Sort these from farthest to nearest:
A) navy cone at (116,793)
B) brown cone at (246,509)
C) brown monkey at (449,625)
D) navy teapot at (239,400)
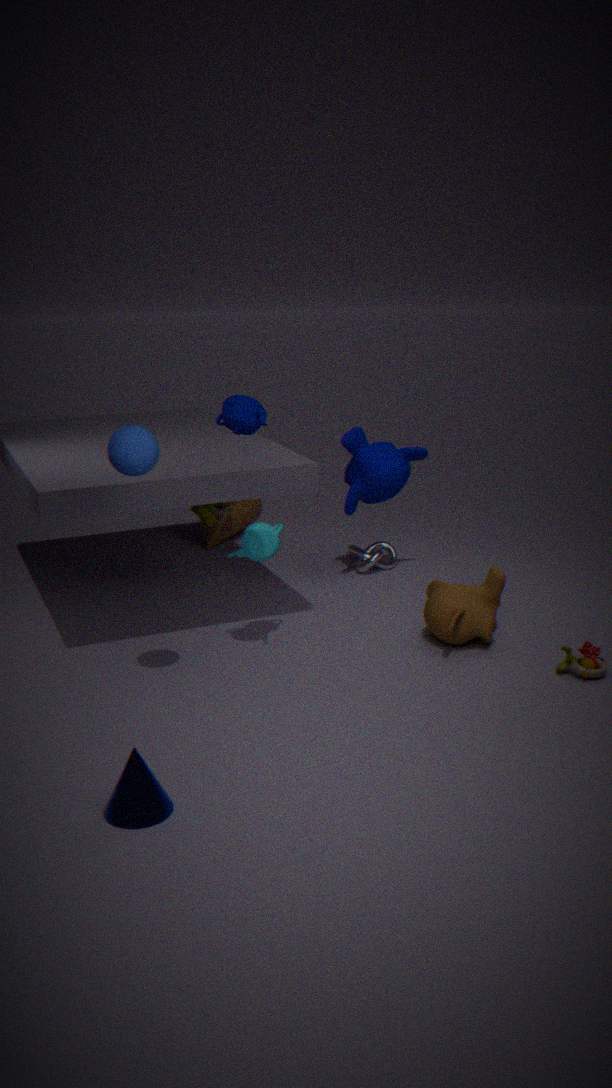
brown cone at (246,509), brown monkey at (449,625), navy teapot at (239,400), navy cone at (116,793)
